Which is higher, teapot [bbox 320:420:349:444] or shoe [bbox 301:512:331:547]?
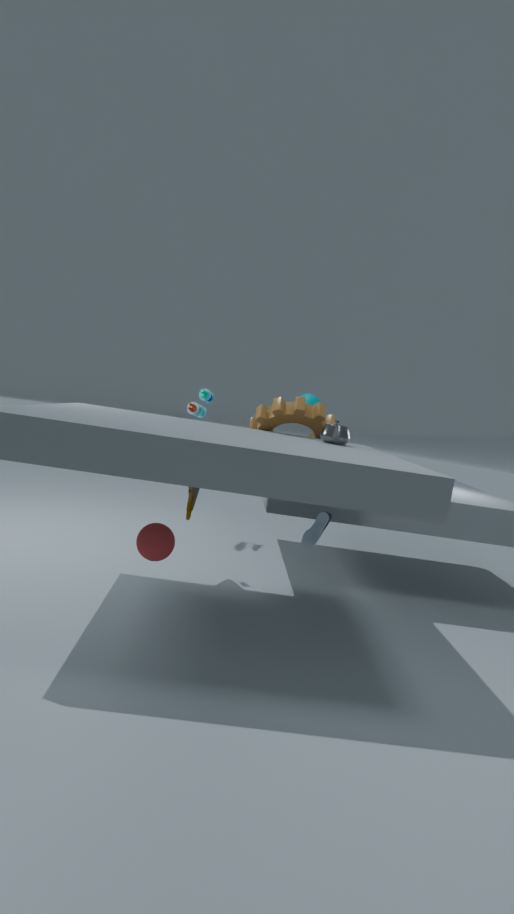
teapot [bbox 320:420:349:444]
